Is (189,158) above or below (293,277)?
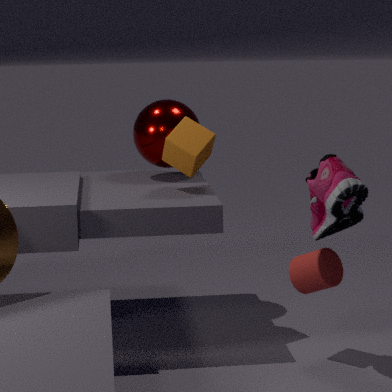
above
